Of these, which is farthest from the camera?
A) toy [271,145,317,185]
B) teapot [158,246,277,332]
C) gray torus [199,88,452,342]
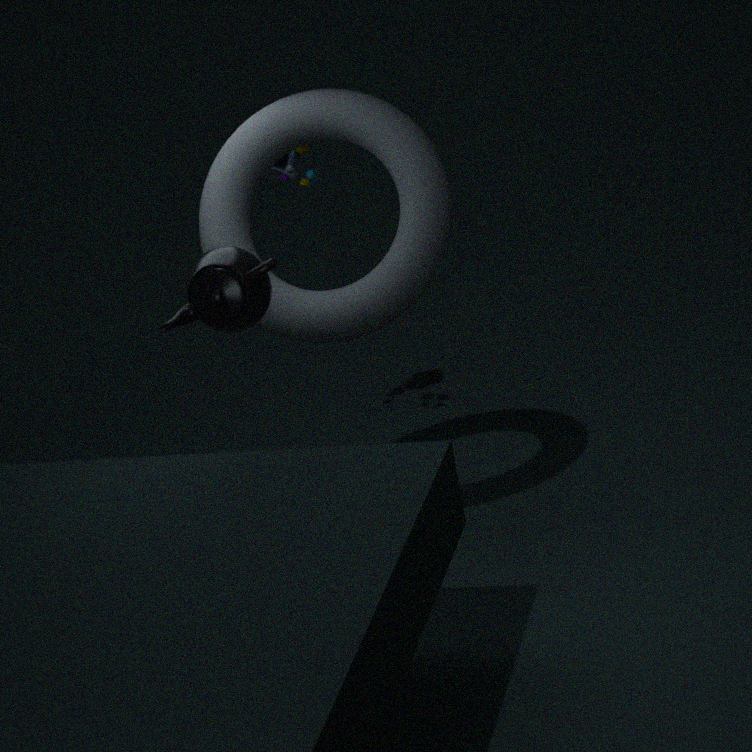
toy [271,145,317,185]
